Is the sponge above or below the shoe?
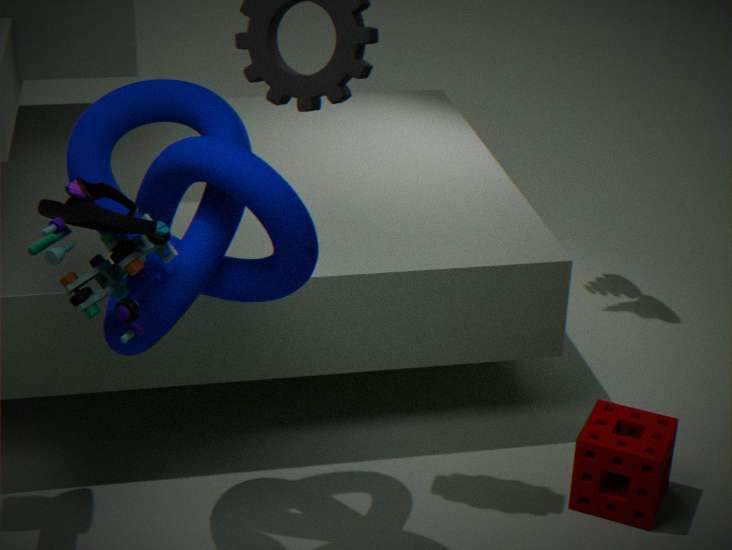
below
